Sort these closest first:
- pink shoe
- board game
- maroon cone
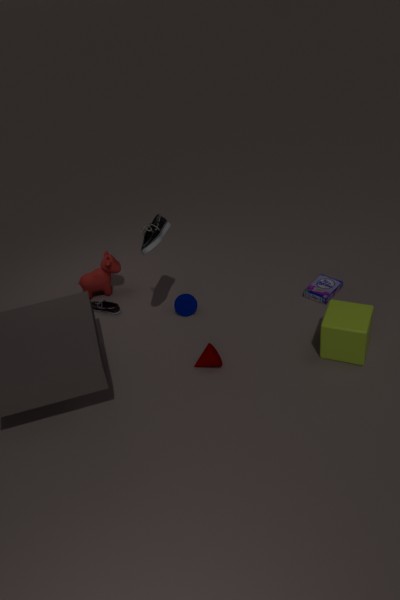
maroon cone → board game → pink shoe
